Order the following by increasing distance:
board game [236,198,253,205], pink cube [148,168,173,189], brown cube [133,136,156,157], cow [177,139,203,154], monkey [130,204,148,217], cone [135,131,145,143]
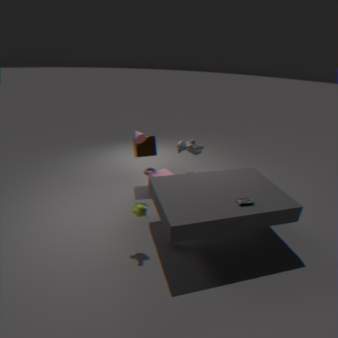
monkey [130,204,148,217]
board game [236,198,253,205]
cone [135,131,145,143]
pink cube [148,168,173,189]
brown cube [133,136,156,157]
cow [177,139,203,154]
